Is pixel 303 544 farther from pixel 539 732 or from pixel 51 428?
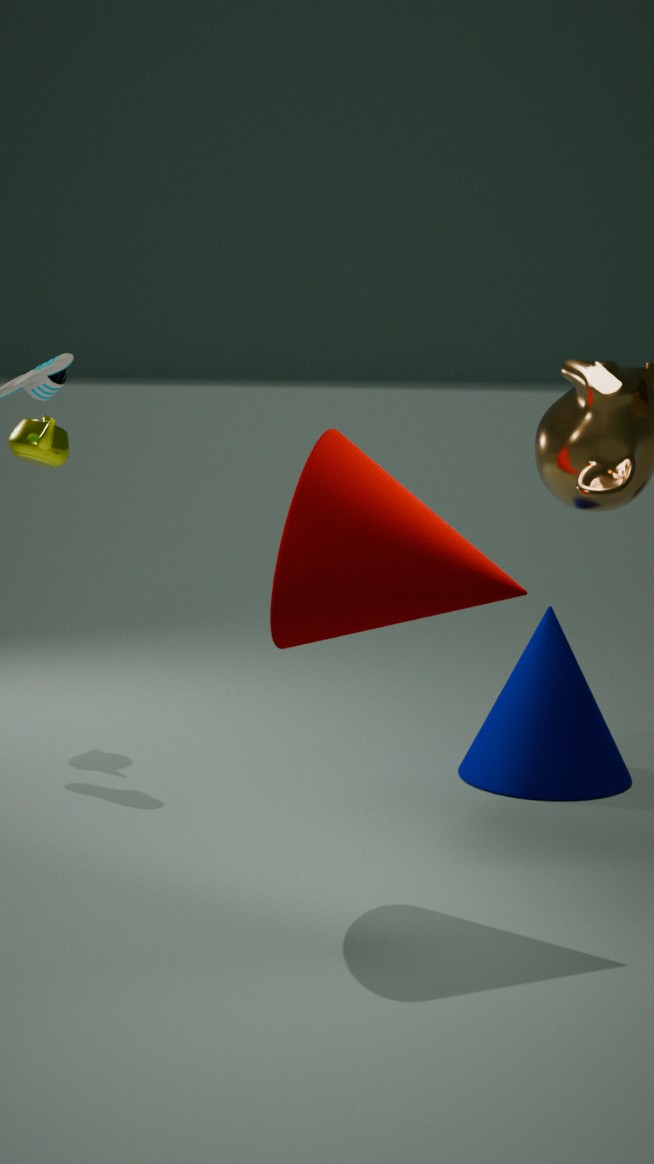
pixel 51 428
